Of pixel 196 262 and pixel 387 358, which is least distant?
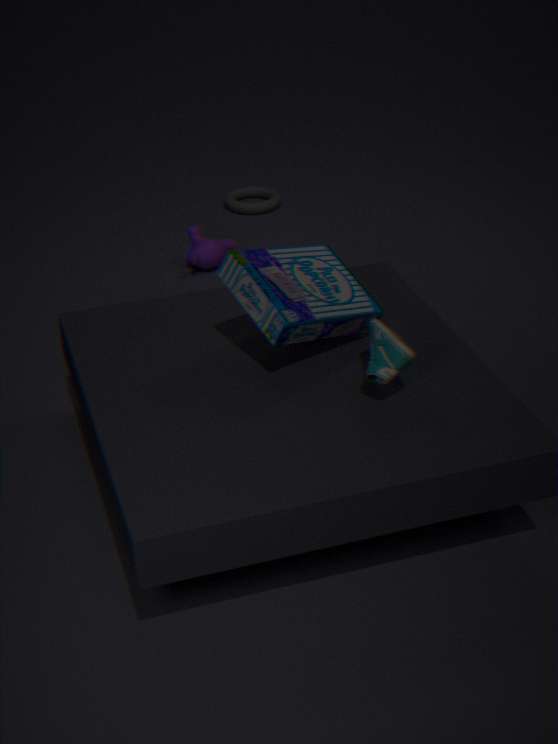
pixel 387 358
